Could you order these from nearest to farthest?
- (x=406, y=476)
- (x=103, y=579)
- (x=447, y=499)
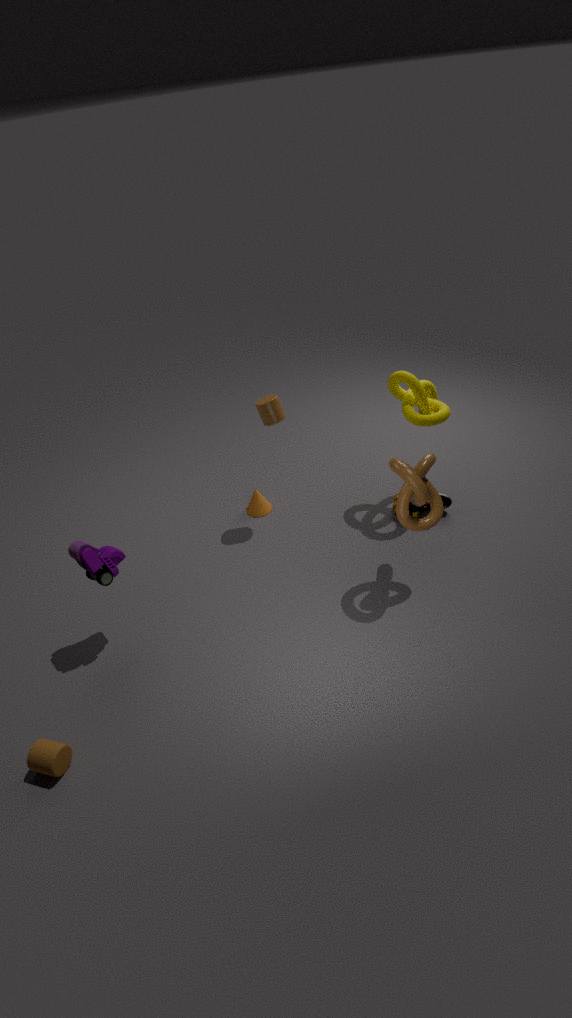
(x=406, y=476), (x=103, y=579), (x=447, y=499)
